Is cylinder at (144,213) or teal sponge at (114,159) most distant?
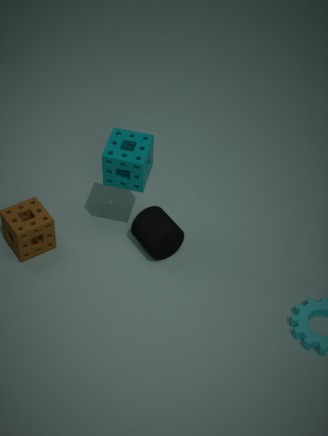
cylinder at (144,213)
